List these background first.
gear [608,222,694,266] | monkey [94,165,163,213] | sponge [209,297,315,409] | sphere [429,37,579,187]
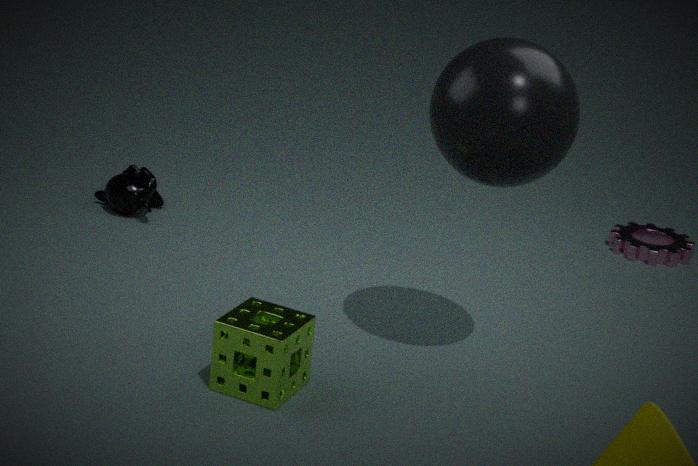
gear [608,222,694,266] → monkey [94,165,163,213] → sponge [209,297,315,409] → sphere [429,37,579,187]
